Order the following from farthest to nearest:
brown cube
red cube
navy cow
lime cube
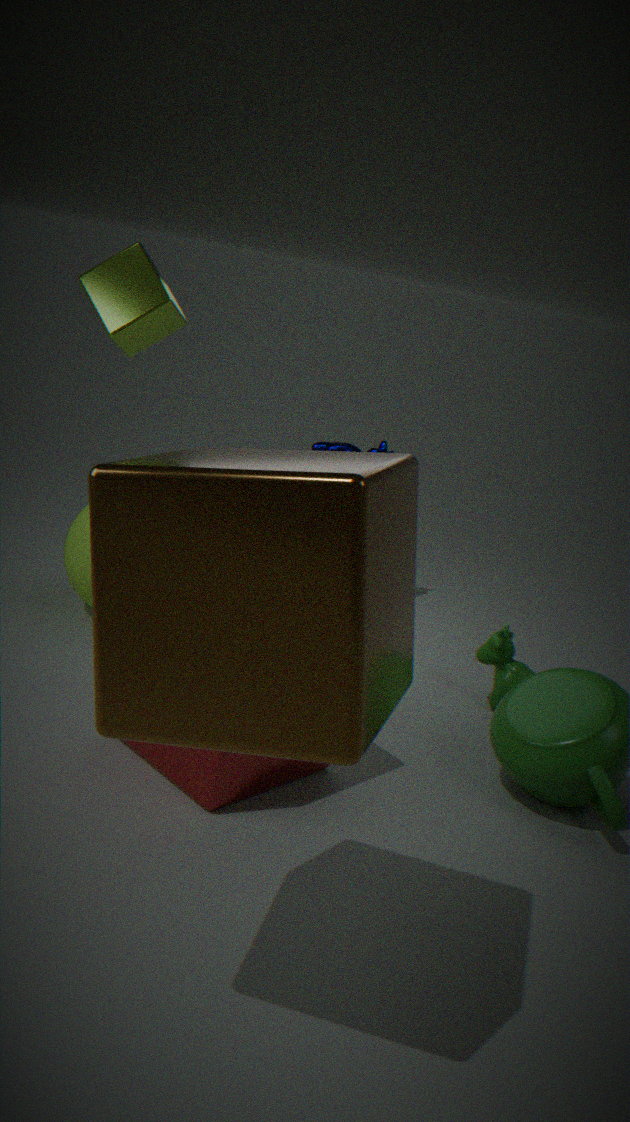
navy cow < lime cube < red cube < brown cube
